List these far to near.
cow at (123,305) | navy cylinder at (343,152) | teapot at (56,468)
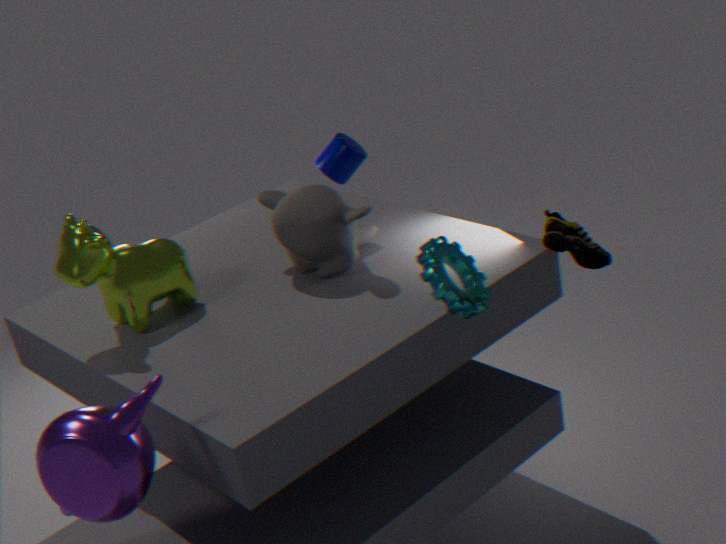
navy cylinder at (343,152) → cow at (123,305) → teapot at (56,468)
